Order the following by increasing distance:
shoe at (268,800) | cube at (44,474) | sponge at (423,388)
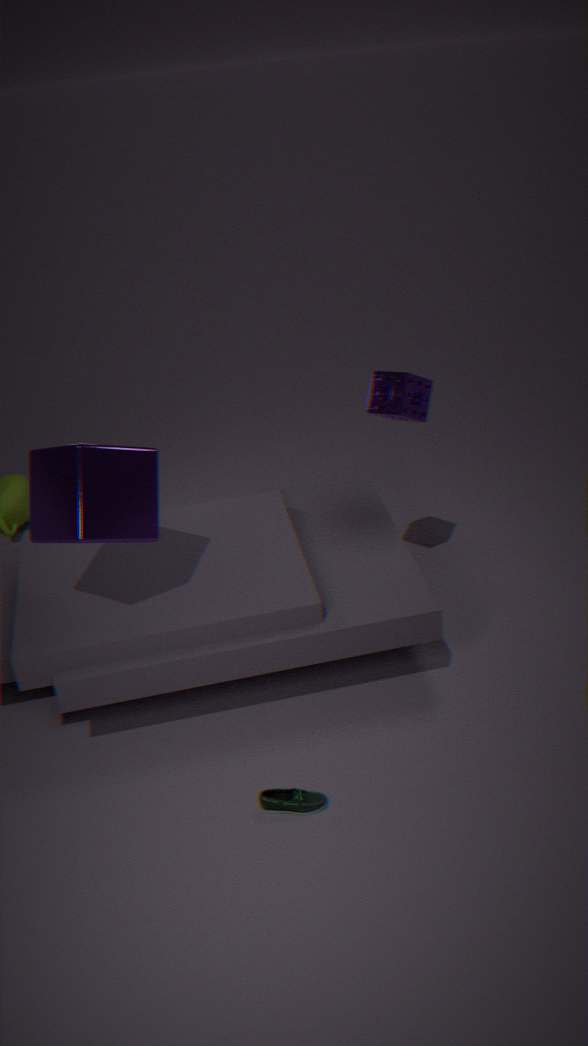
cube at (44,474) → shoe at (268,800) → sponge at (423,388)
